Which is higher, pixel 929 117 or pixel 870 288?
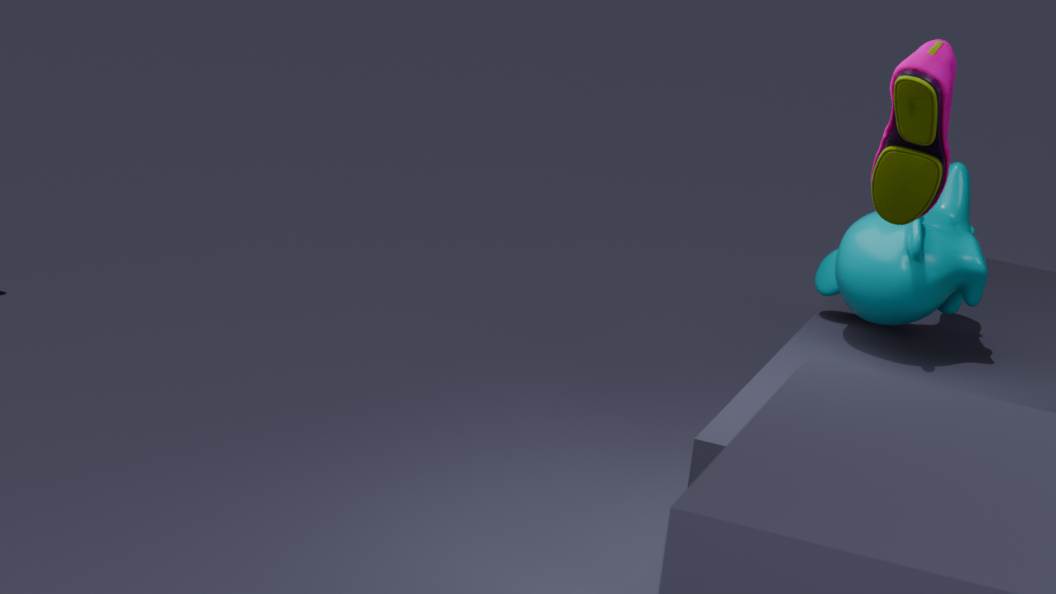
pixel 929 117
